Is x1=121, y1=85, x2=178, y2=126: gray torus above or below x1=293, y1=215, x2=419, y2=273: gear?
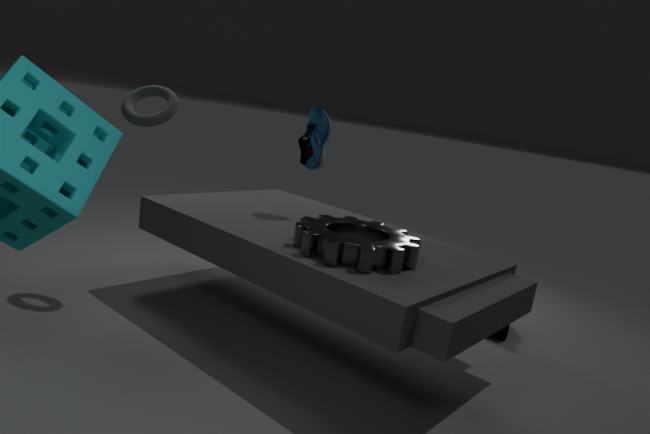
above
